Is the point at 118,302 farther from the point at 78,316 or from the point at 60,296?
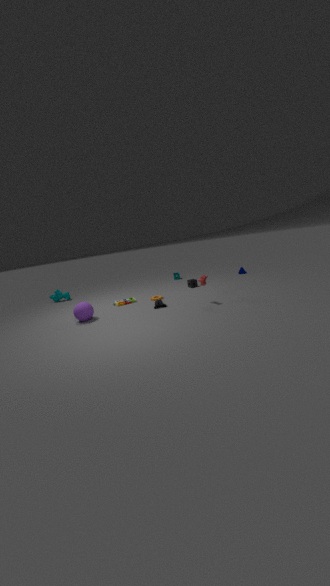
the point at 60,296
